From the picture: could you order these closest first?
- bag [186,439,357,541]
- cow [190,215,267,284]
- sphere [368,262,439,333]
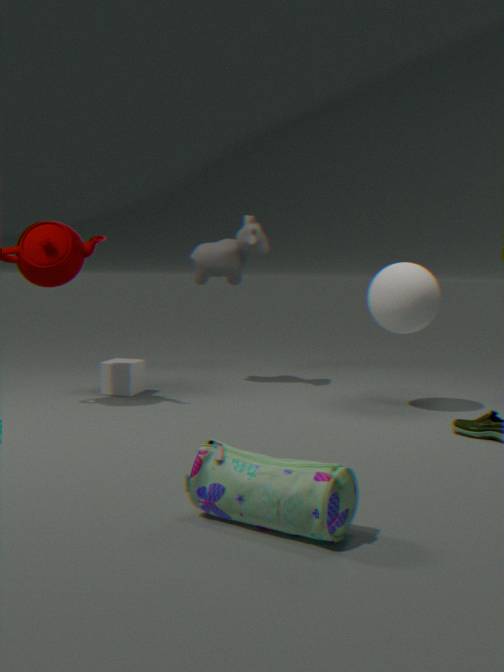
bag [186,439,357,541] → sphere [368,262,439,333] → cow [190,215,267,284]
